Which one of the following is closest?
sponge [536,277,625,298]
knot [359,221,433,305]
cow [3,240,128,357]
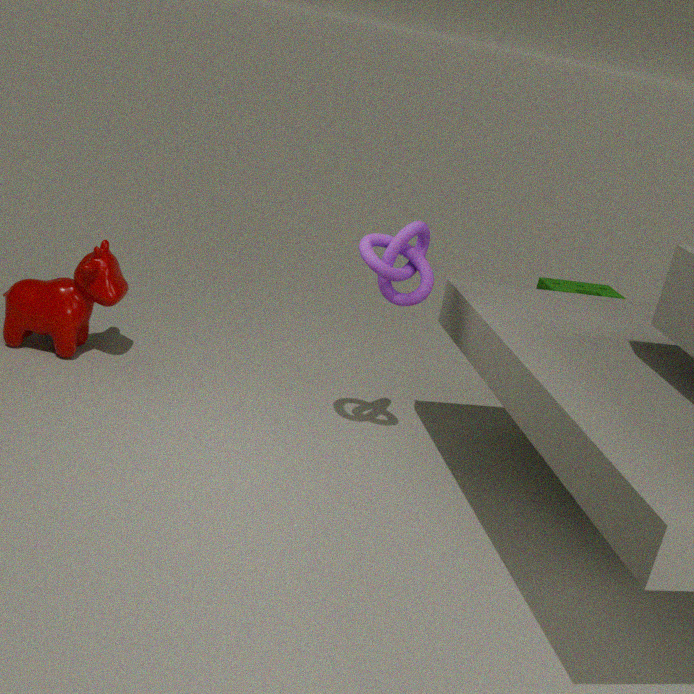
knot [359,221,433,305]
